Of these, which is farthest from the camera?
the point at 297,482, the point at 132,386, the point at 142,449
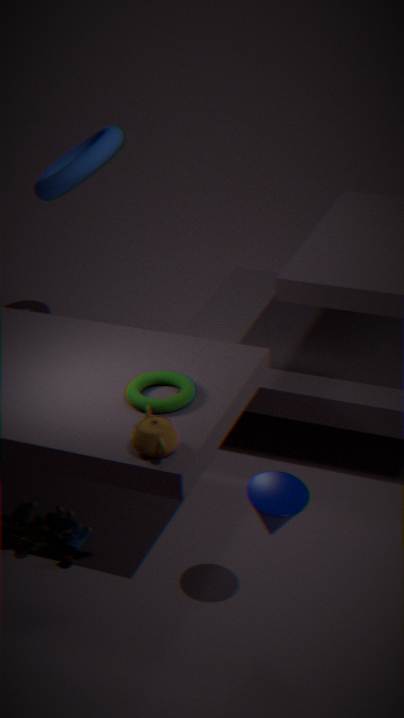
the point at 132,386
